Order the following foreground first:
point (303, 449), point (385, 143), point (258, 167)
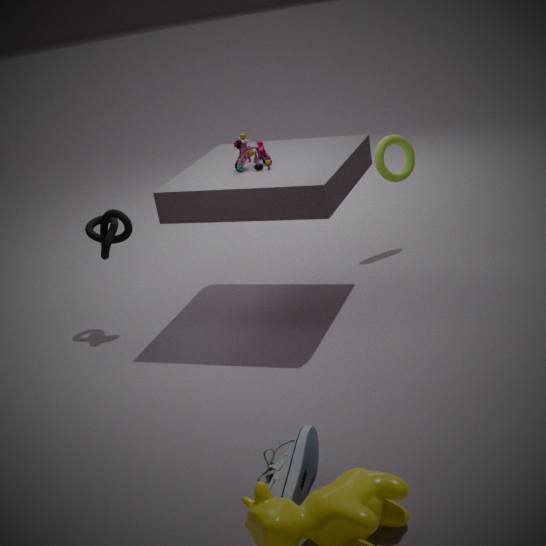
point (303, 449), point (258, 167), point (385, 143)
